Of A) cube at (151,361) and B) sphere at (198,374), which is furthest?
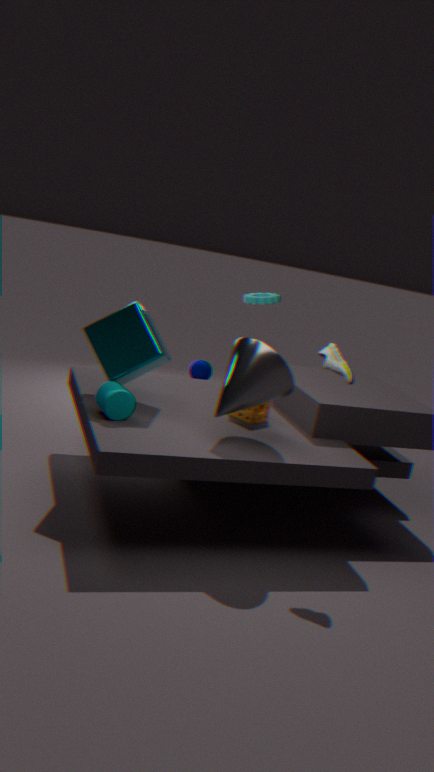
B. sphere at (198,374)
